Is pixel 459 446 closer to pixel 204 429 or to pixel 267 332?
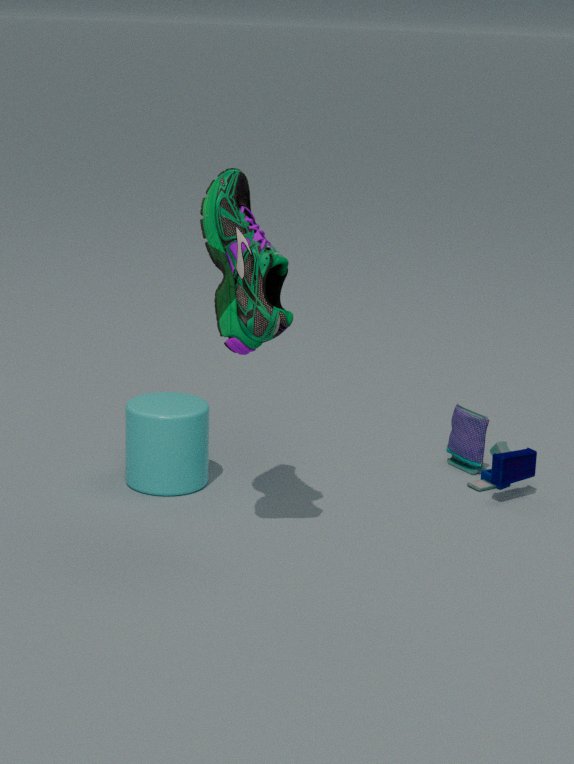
pixel 204 429
